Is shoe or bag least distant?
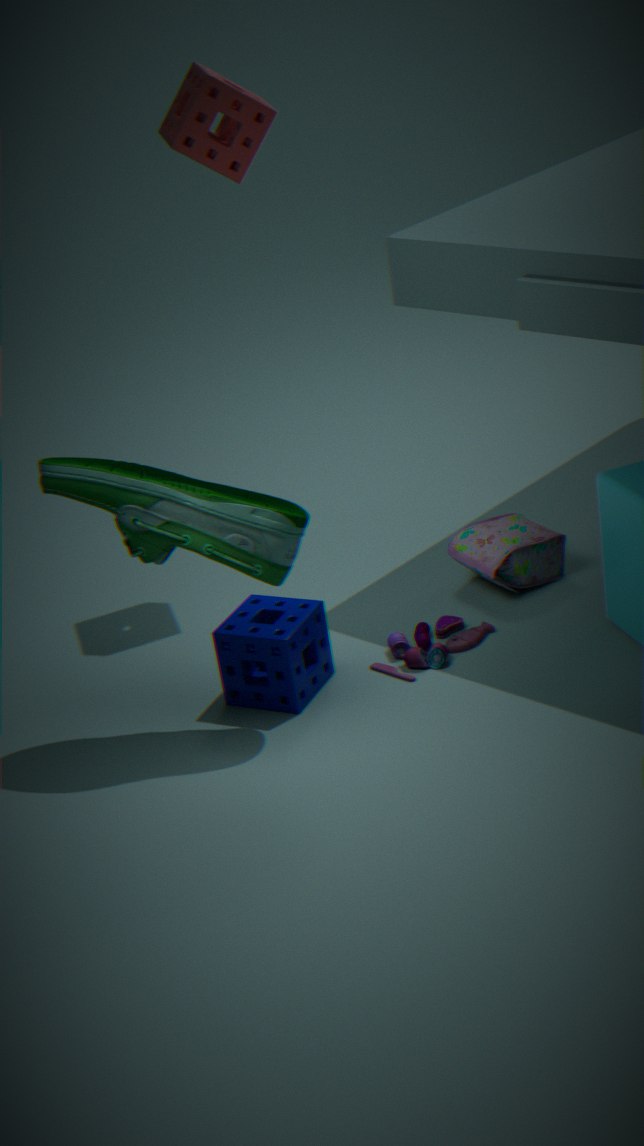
shoe
